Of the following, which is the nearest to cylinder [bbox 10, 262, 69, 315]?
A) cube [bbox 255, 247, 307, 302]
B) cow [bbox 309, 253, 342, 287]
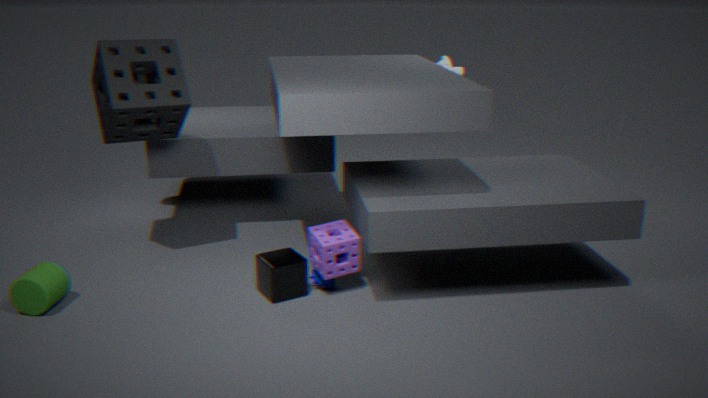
cube [bbox 255, 247, 307, 302]
